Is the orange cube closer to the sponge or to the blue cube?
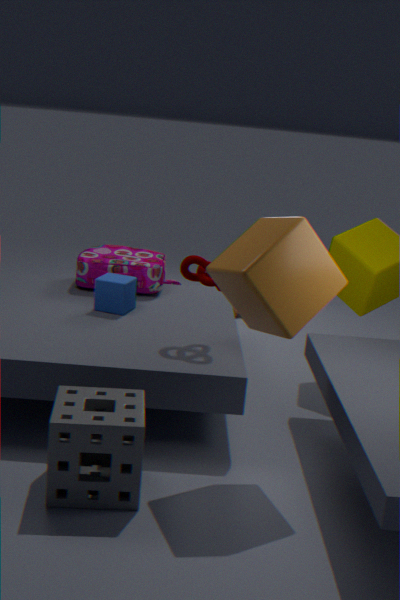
the sponge
